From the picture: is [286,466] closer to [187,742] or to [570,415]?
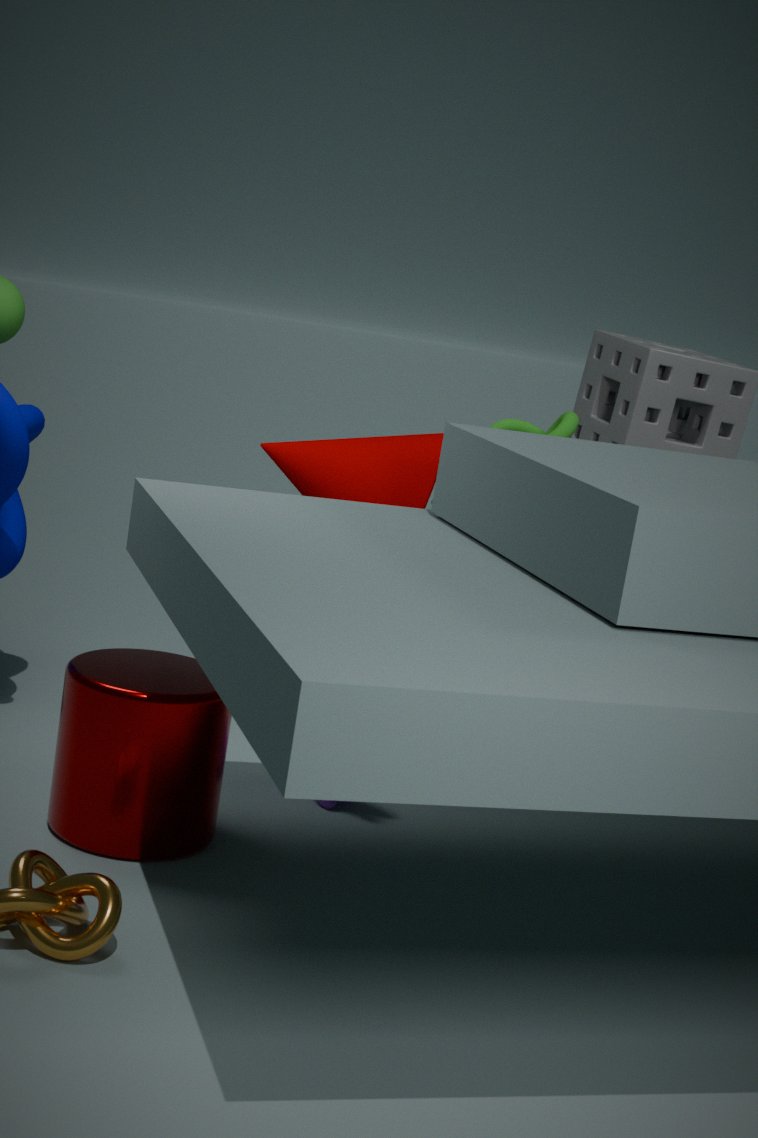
[570,415]
